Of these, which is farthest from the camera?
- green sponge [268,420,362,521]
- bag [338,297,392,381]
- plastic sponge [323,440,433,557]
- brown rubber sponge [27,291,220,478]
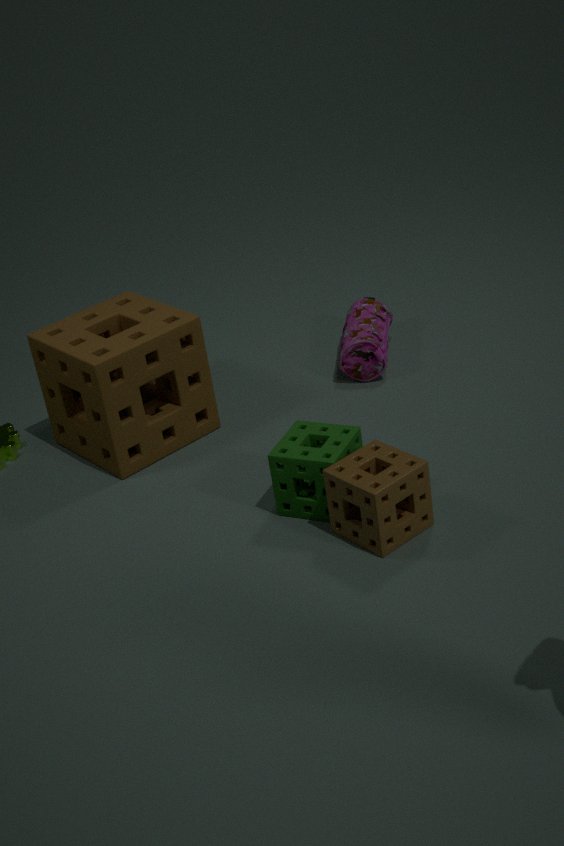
bag [338,297,392,381]
